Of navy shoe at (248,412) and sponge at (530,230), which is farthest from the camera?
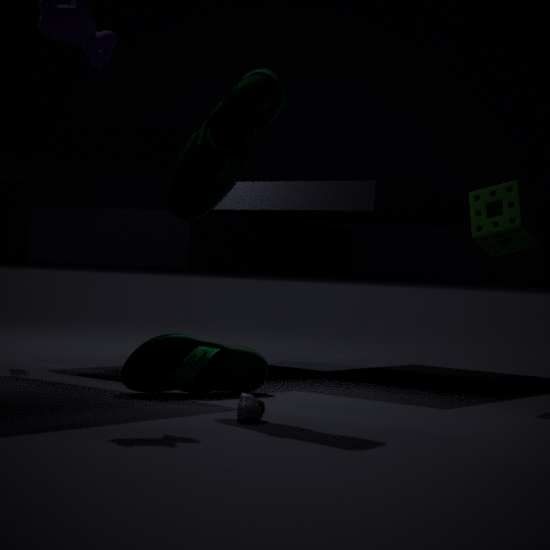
sponge at (530,230)
